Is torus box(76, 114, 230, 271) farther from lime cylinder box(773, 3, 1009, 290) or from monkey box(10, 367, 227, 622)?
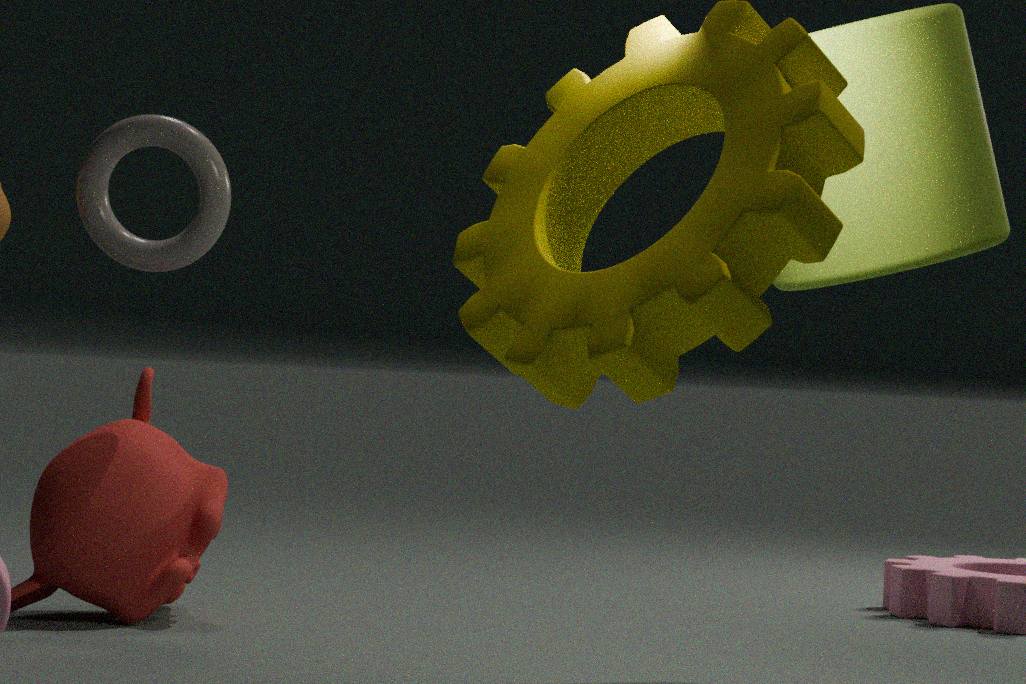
lime cylinder box(773, 3, 1009, 290)
